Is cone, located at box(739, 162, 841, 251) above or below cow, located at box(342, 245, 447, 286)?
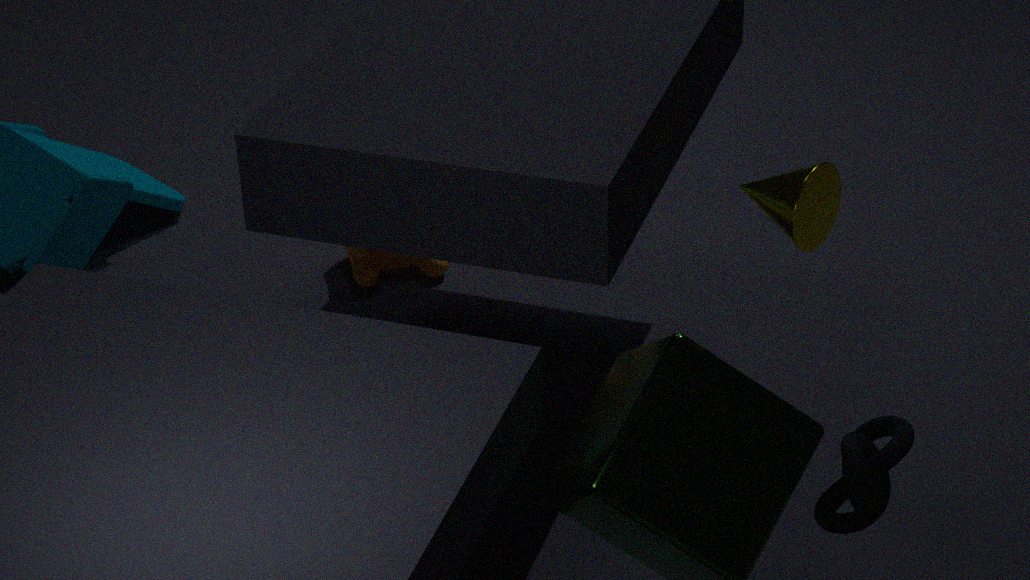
above
